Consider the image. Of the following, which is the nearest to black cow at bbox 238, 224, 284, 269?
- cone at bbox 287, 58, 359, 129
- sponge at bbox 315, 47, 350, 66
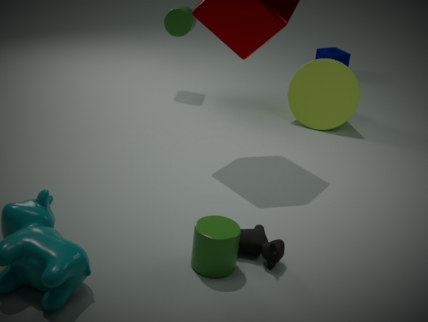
cone at bbox 287, 58, 359, 129
